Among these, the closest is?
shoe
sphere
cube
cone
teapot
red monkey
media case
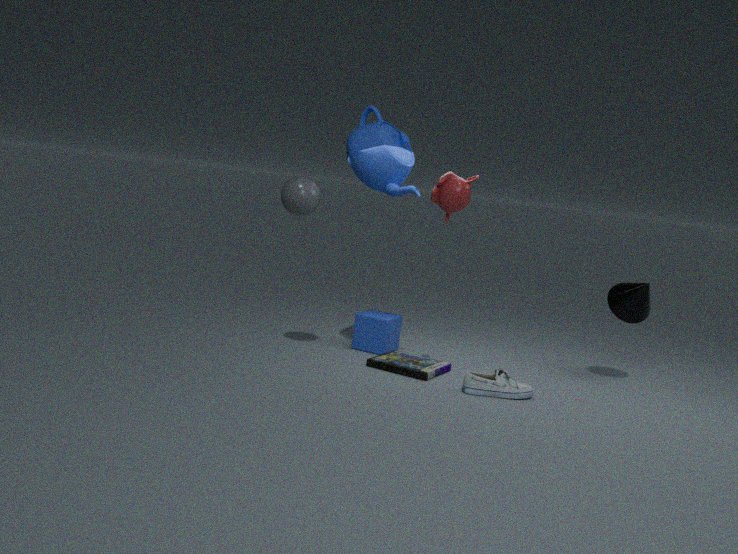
red monkey
